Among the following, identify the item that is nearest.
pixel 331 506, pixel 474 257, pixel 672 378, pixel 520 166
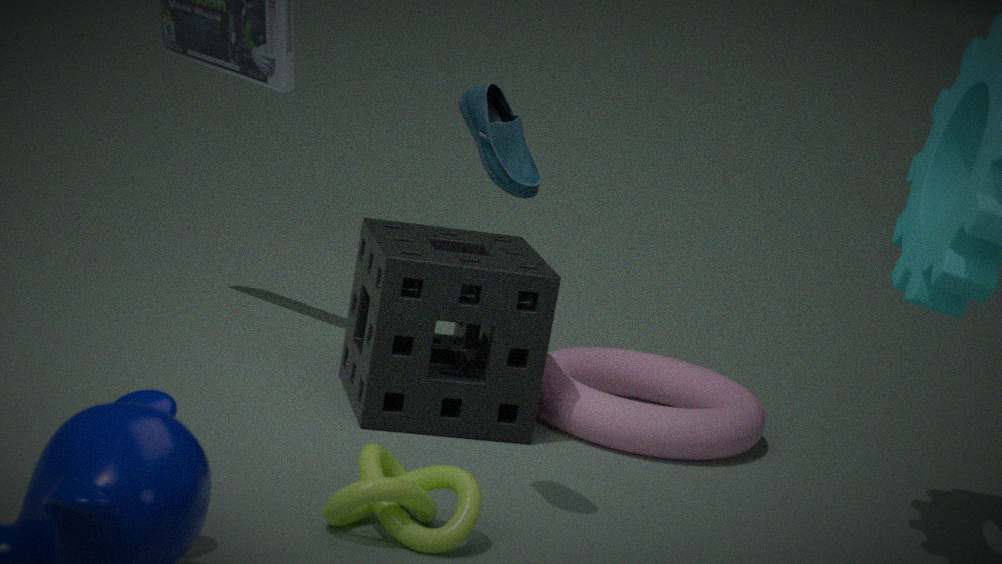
pixel 331 506
